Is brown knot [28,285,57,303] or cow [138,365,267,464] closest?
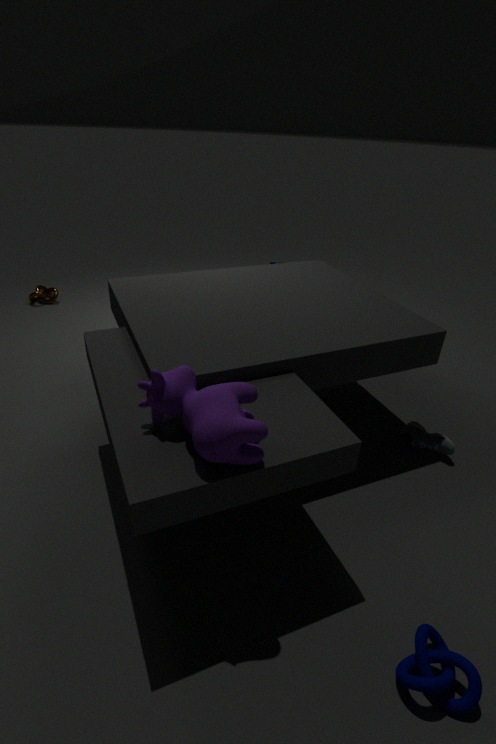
cow [138,365,267,464]
